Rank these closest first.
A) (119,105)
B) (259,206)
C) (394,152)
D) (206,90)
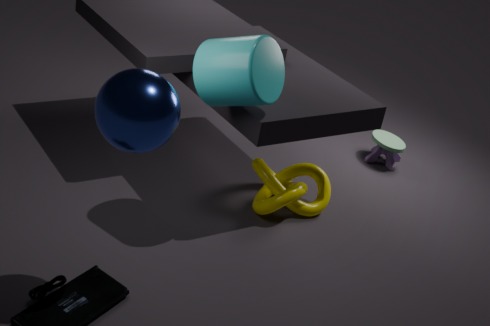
1. (119,105)
2. (206,90)
3. (259,206)
4. (394,152)
